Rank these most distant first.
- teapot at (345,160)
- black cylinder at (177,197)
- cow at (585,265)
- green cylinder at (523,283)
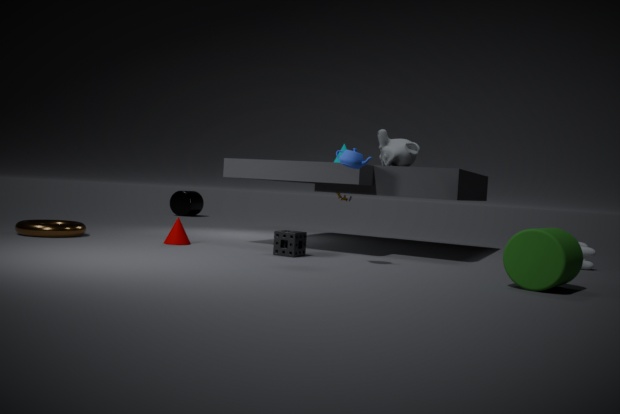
black cylinder at (177,197)
cow at (585,265)
teapot at (345,160)
green cylinder at (523,283)
